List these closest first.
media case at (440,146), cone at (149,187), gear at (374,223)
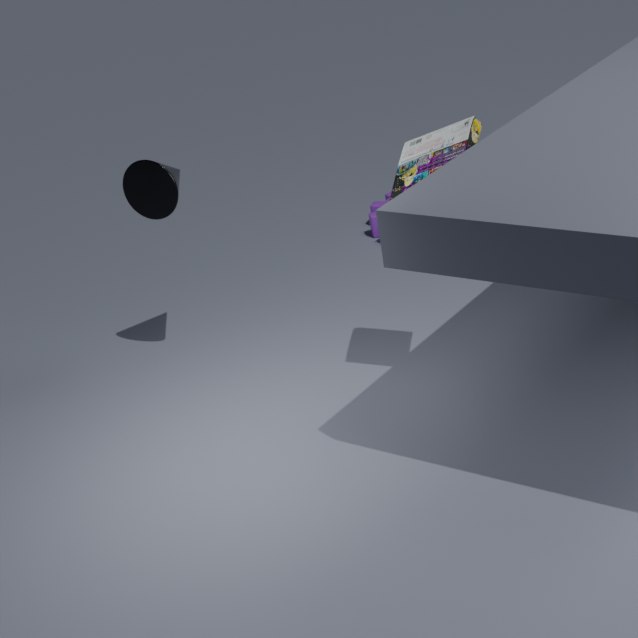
media case at (440,146) → cone at (149,187) → gear at (374,223)
